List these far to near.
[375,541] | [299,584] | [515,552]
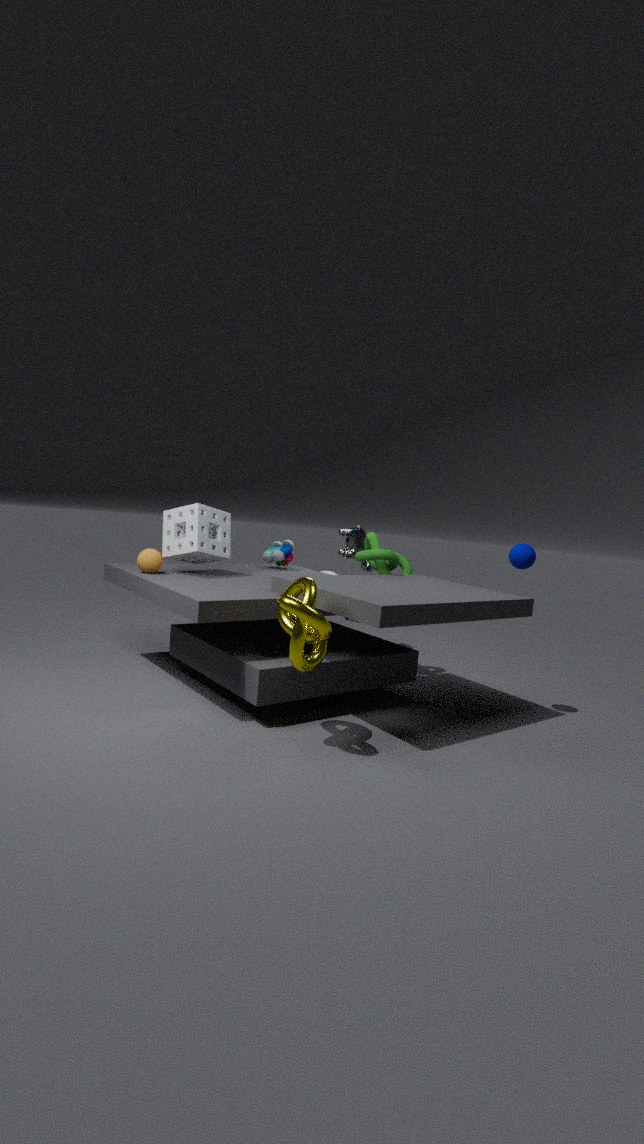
1. [375,541]
2. [515,552]
3. [299,584]
